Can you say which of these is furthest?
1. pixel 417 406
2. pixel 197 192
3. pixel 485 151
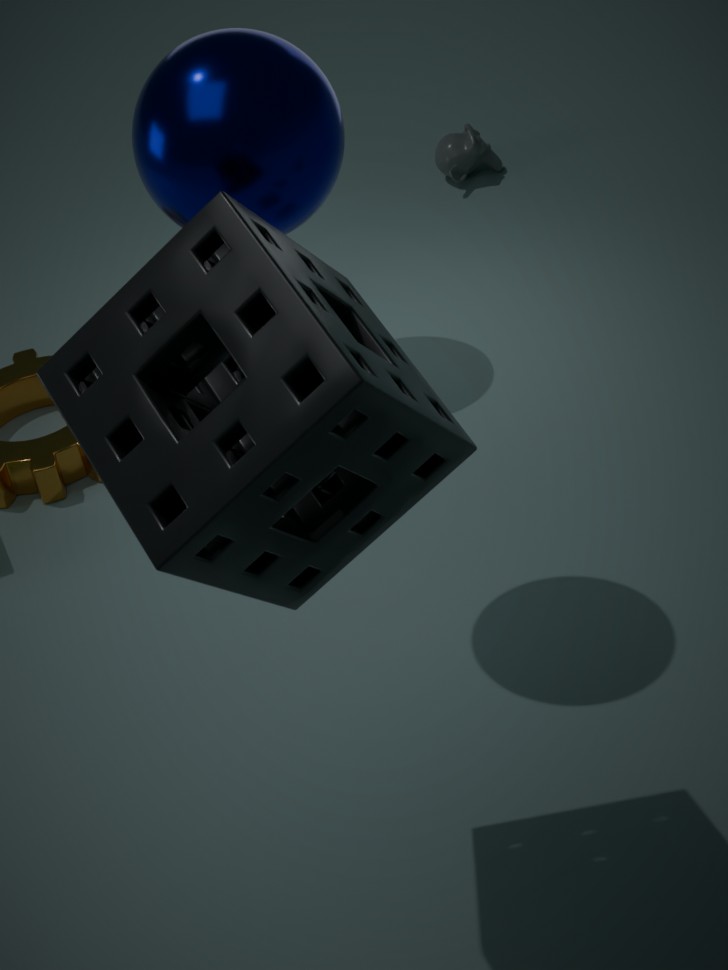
pixel 485 151
